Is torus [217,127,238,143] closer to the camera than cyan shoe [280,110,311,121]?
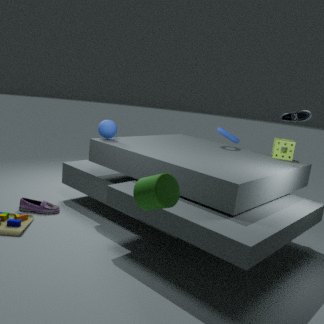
No
